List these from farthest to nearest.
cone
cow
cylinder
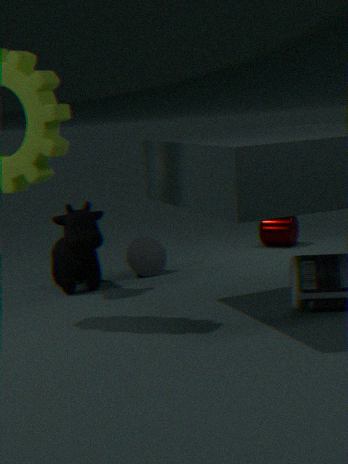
cylinder → cone → cow
